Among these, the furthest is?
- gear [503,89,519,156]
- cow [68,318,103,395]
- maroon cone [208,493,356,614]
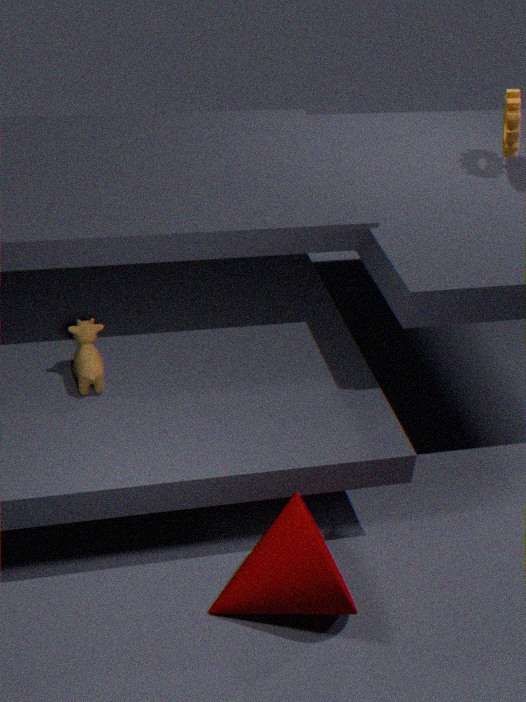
gear [503,89,519,156]
